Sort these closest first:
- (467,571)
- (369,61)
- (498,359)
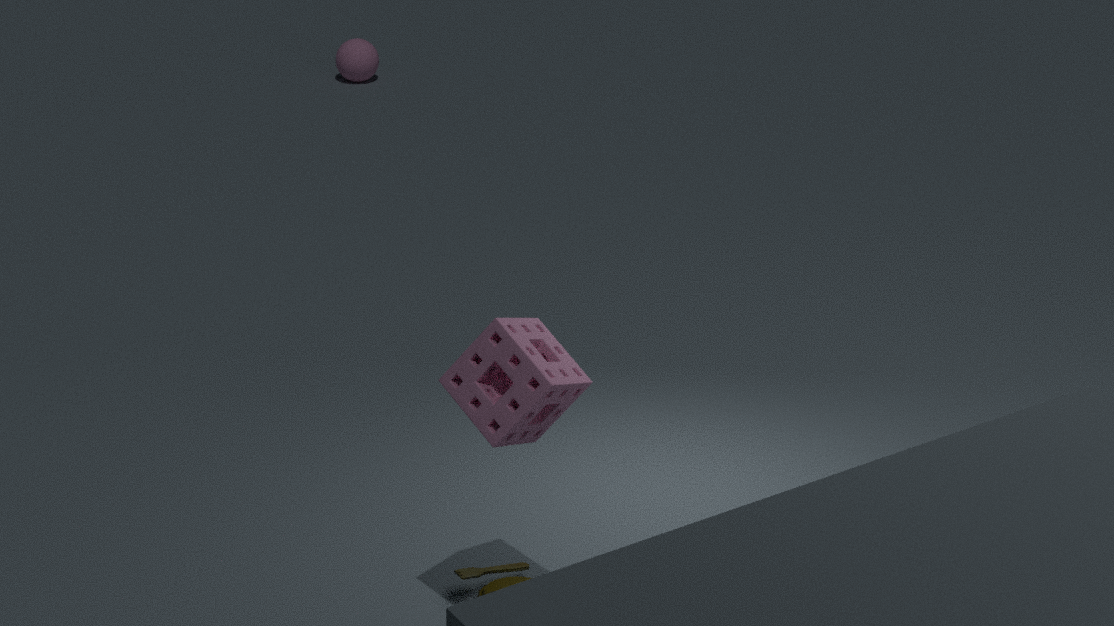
(498,359), (467,571), (369,61)
